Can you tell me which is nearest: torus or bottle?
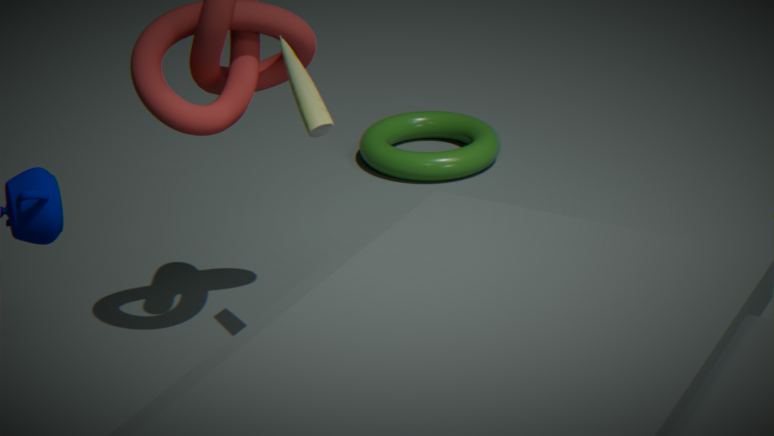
bottle
